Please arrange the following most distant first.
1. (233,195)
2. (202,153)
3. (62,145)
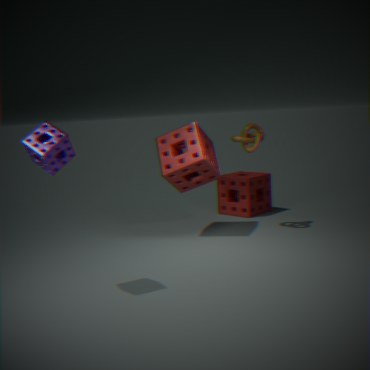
(233,195)
(202,153)
(62,145)
